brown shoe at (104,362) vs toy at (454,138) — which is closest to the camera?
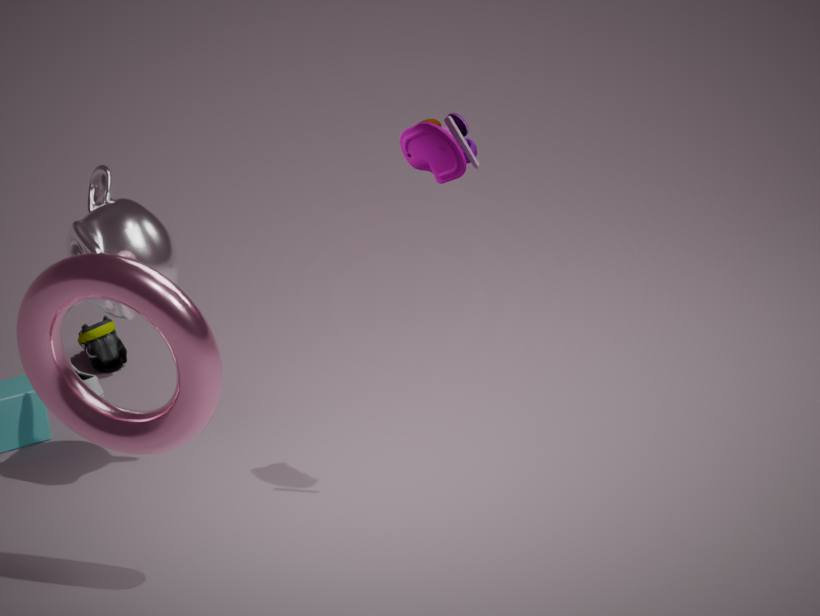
toy at (454,138)
